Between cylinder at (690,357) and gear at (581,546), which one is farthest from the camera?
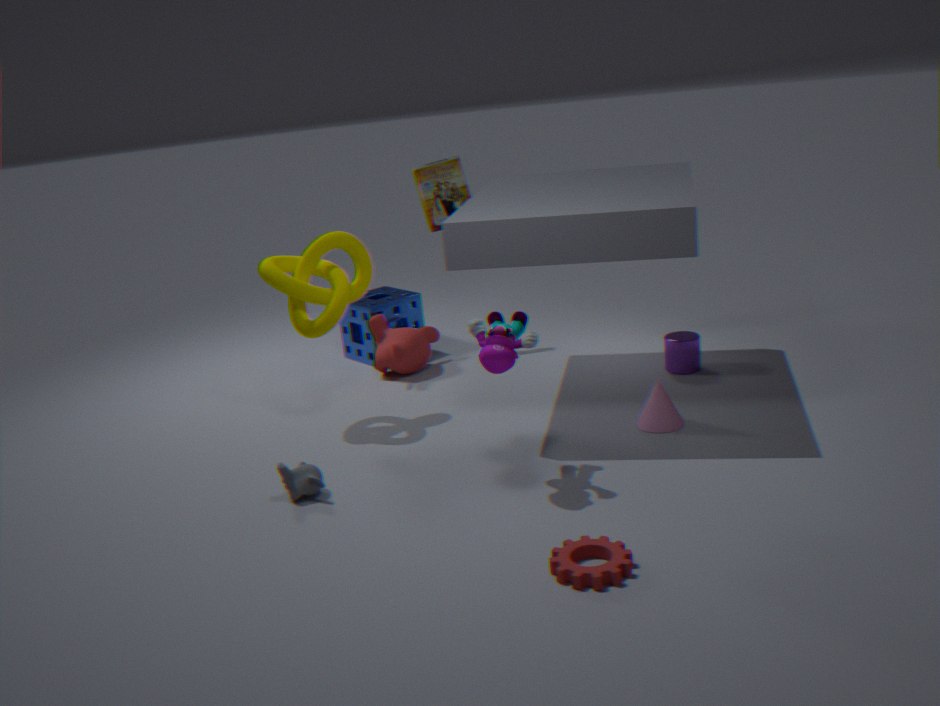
cylinder at (690,357)
